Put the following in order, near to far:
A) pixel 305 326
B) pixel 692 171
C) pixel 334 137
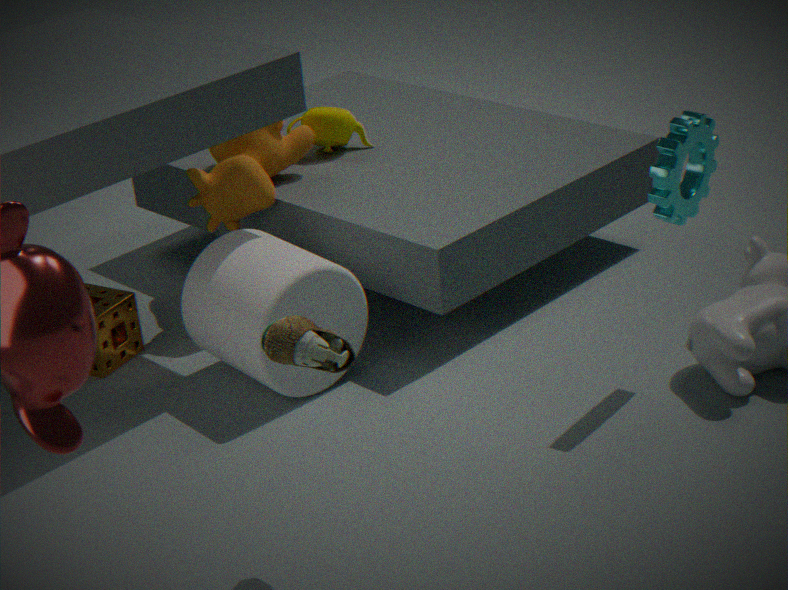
pixel 305 326
pixel 692 171
pixel 334 137
